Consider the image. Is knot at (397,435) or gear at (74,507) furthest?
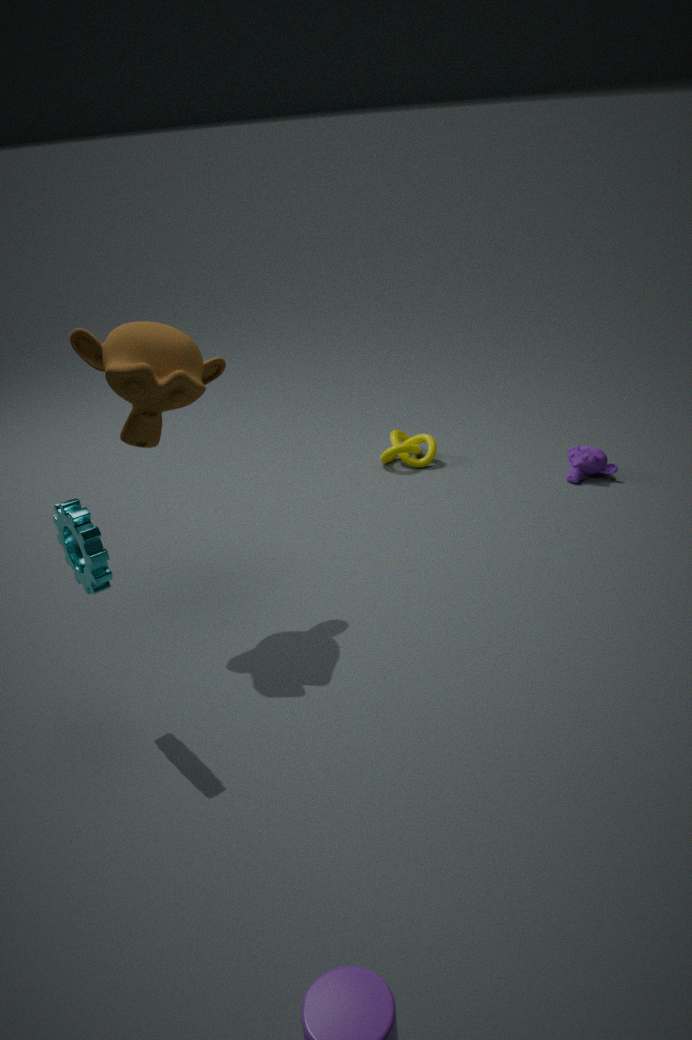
knot at (397,435)
